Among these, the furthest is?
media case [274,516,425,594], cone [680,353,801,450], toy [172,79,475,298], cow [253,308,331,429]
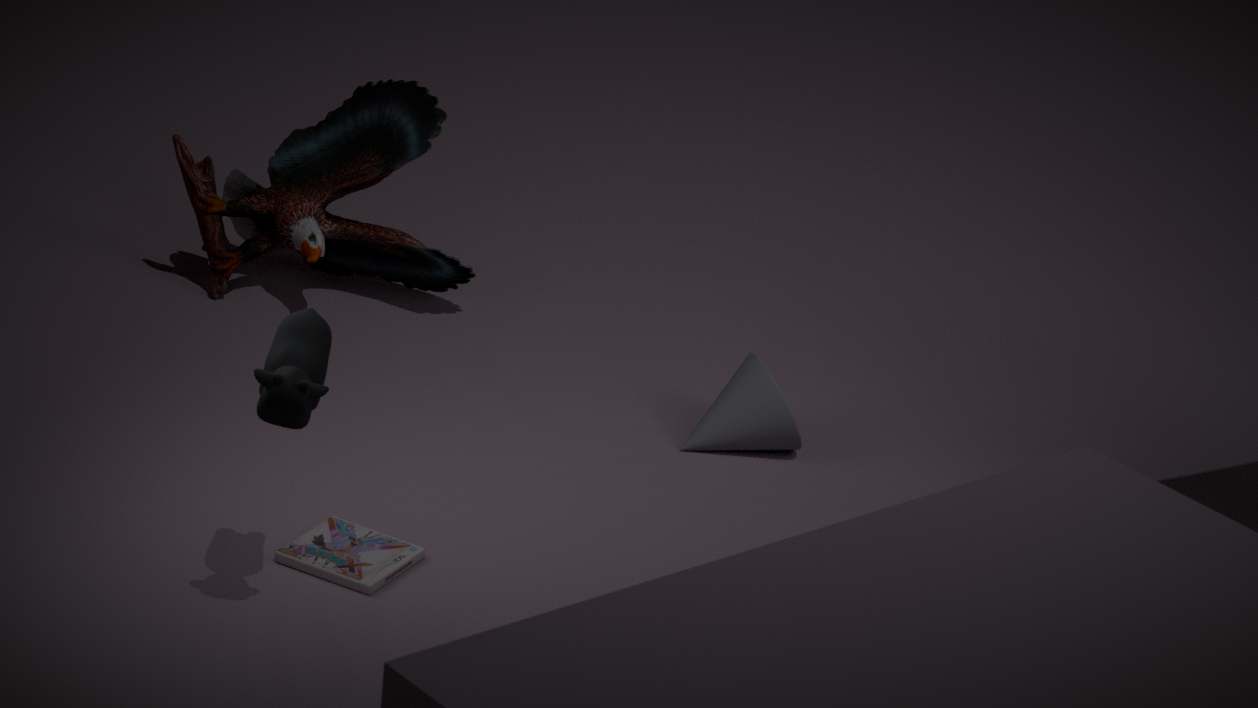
toy [172,79,475,298]
